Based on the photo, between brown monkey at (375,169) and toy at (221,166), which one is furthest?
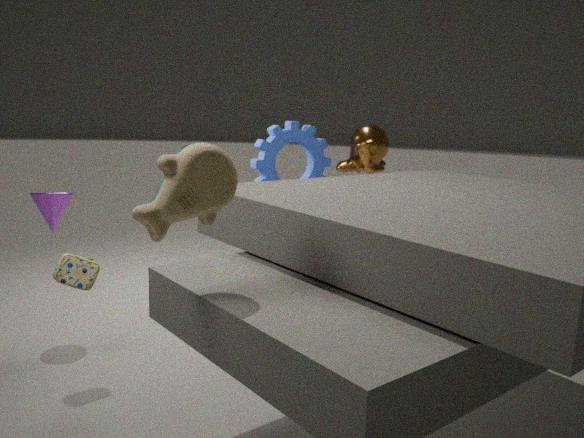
brown monkey at (375,169)
